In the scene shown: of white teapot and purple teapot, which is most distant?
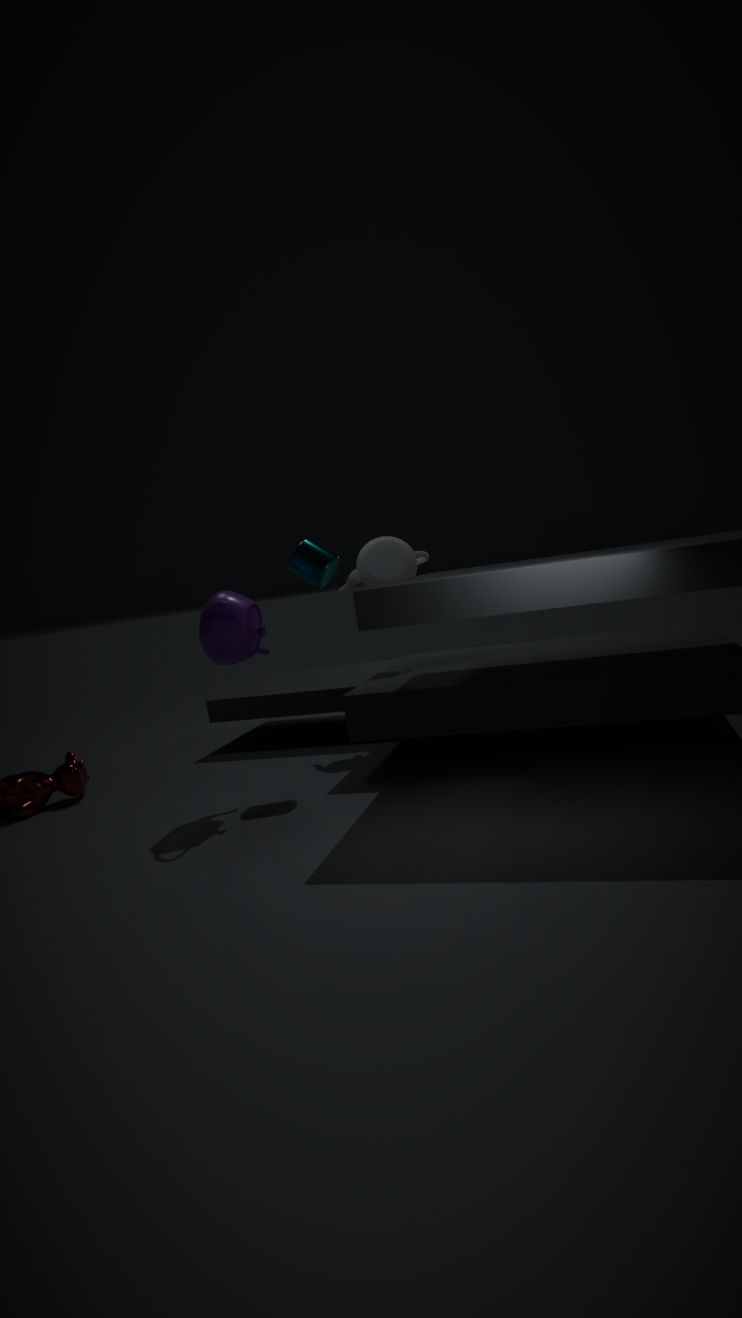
white teapot
